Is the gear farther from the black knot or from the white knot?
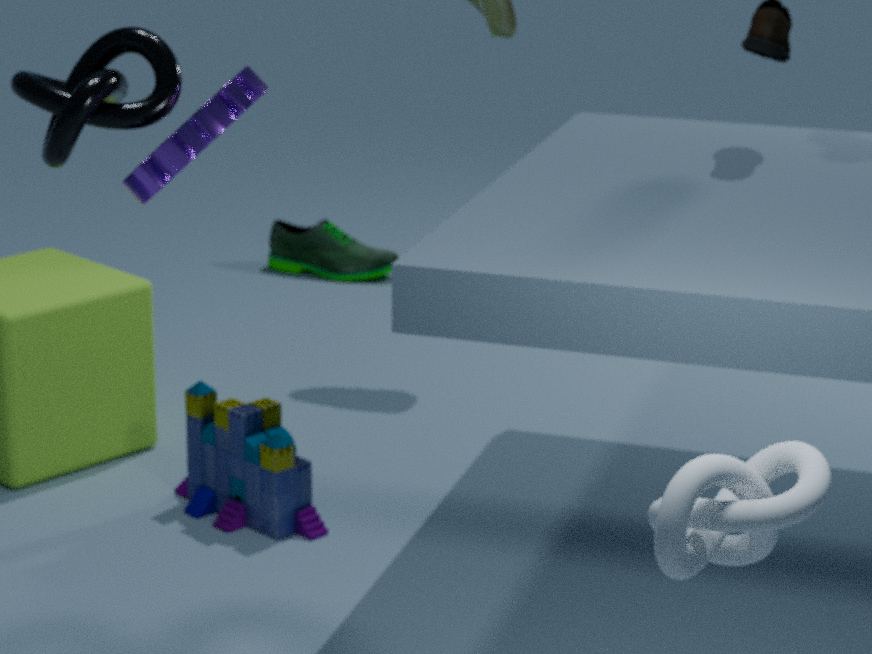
the white knot
